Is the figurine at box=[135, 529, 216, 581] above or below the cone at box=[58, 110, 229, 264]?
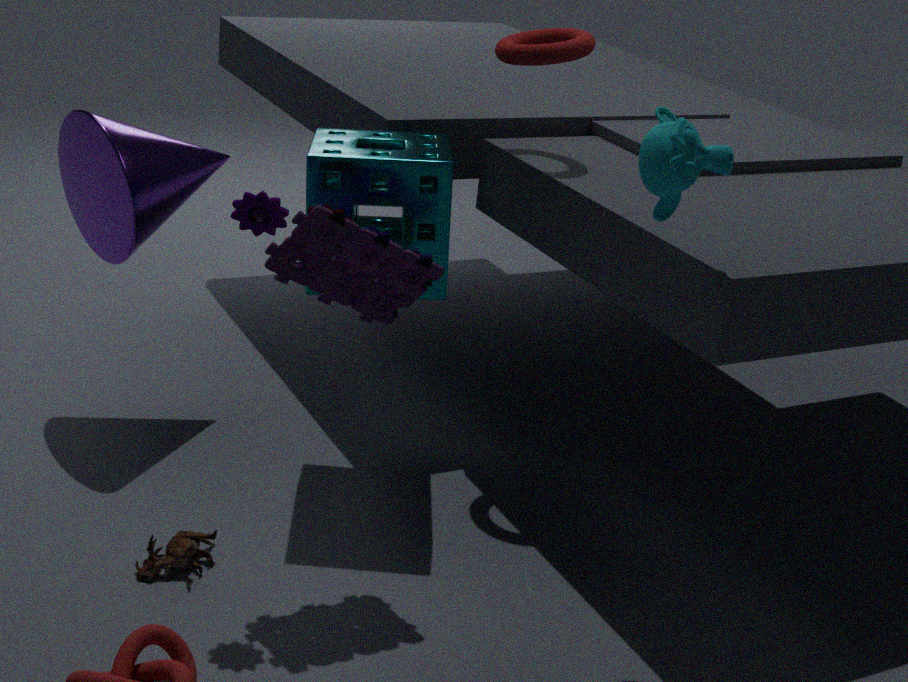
below
